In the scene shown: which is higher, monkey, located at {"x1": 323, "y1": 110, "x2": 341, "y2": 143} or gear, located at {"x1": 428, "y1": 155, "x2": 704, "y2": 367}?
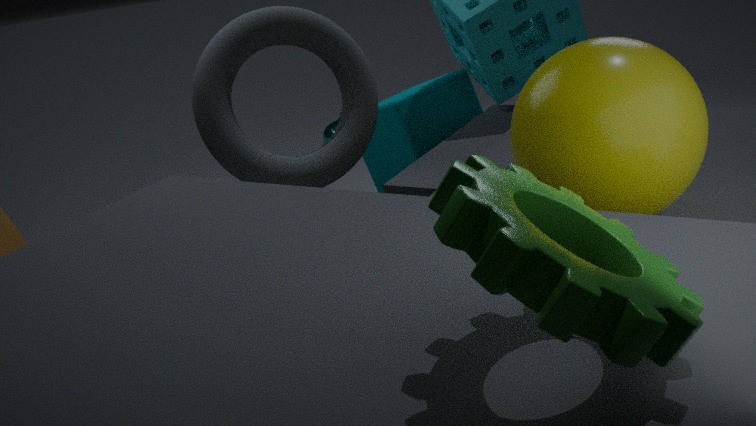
gear, located at {"x1": 428, "y1": 155, "x2": 704, "y2": 367}
